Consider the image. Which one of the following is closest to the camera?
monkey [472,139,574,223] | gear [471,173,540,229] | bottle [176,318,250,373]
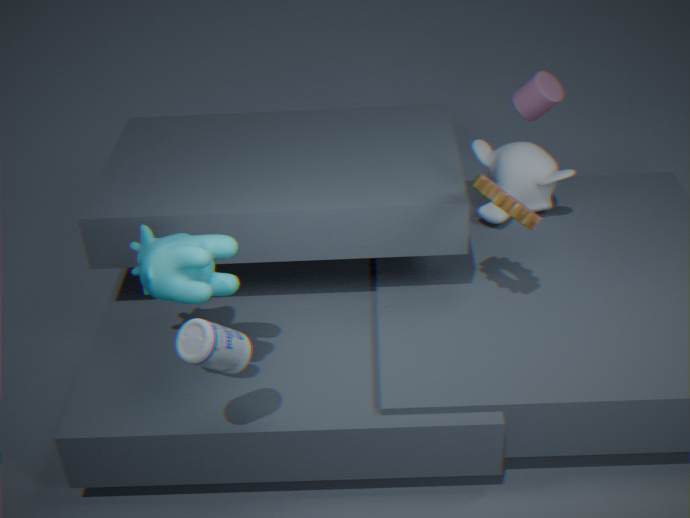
bottle [176,318,250,373]
